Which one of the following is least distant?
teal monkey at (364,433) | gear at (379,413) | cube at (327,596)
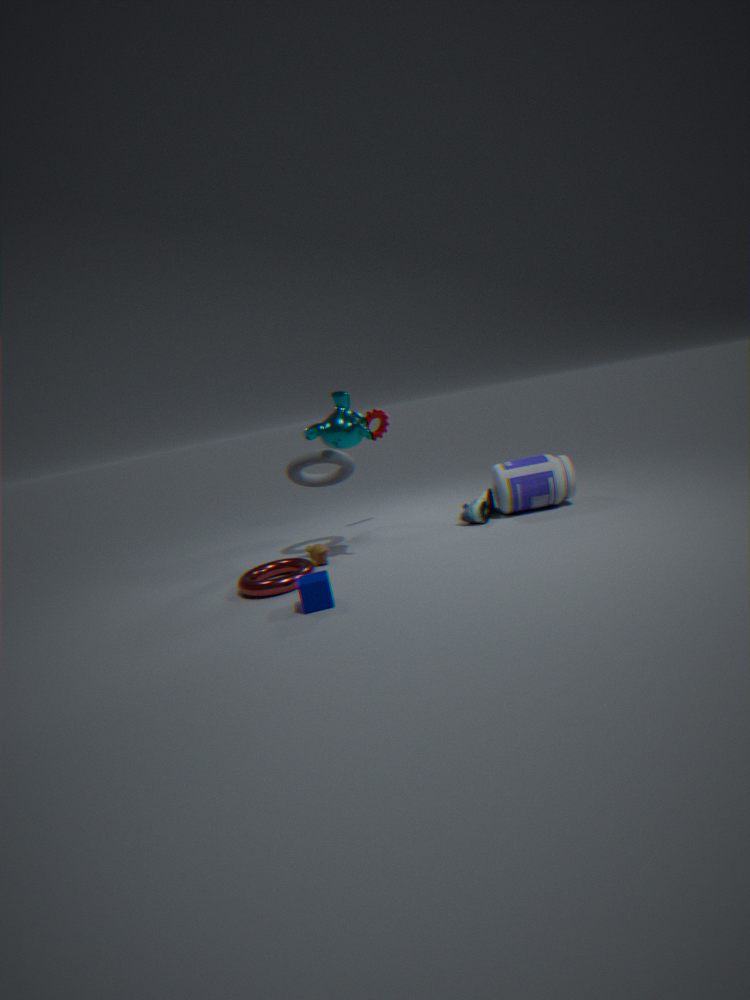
cube at (327,596)
